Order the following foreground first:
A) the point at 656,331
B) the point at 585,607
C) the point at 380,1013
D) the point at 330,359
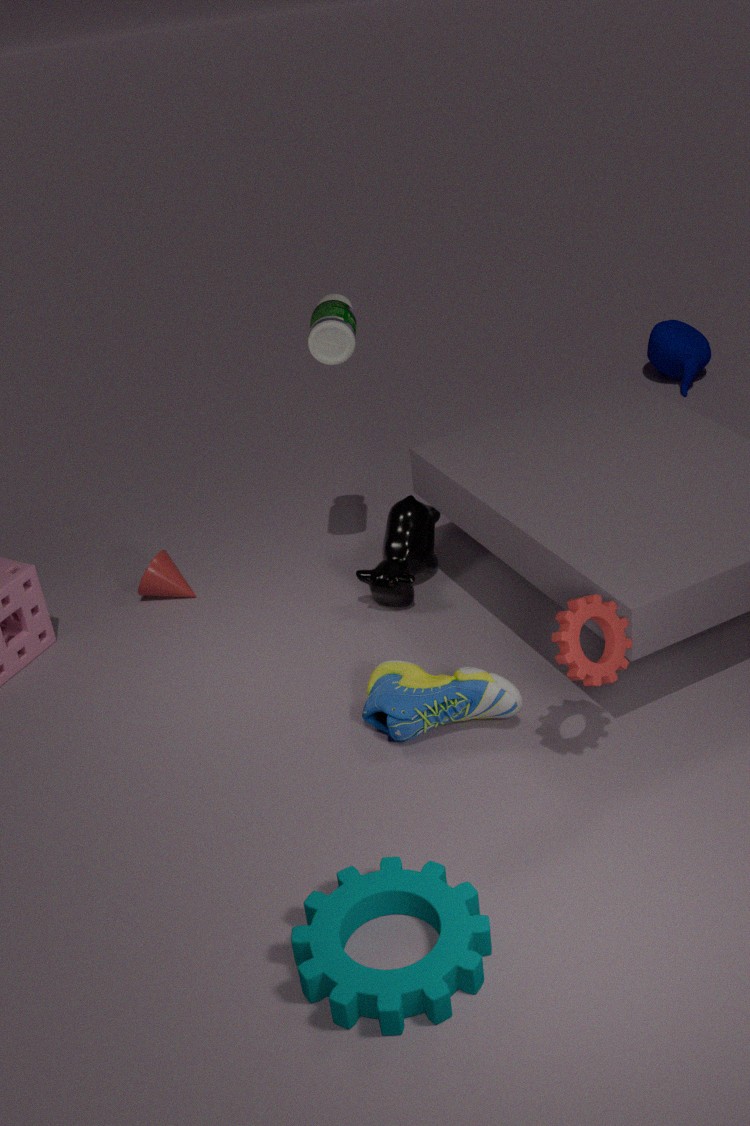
the point at 380,1013, the point at 585,607, the point at 330,359, the point at 656,331
